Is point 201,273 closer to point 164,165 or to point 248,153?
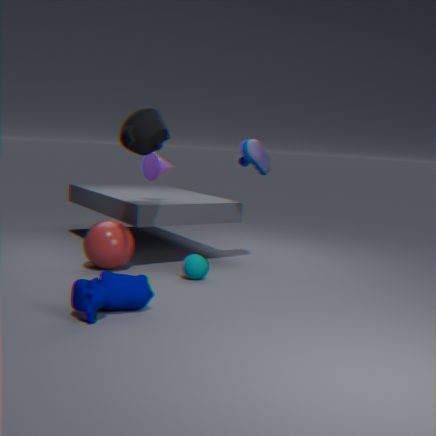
point 164,165
